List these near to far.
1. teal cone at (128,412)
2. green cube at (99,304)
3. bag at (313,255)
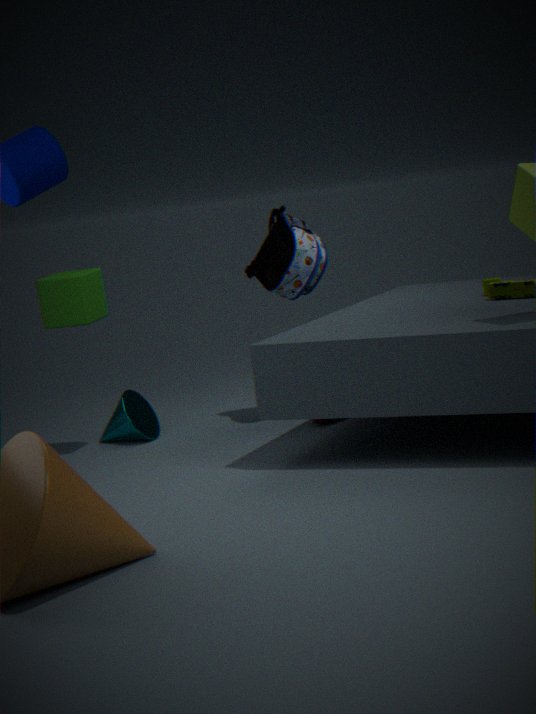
green cube at (99,304), bag at (313,255), teal cone at (128,412)
